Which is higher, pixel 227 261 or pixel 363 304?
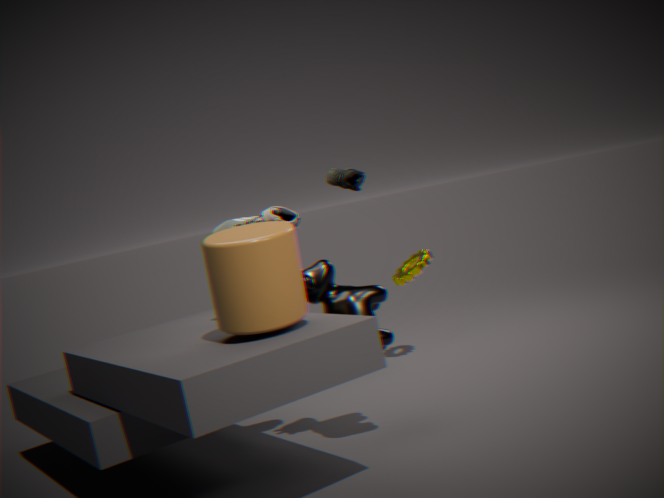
pixel 227 261
